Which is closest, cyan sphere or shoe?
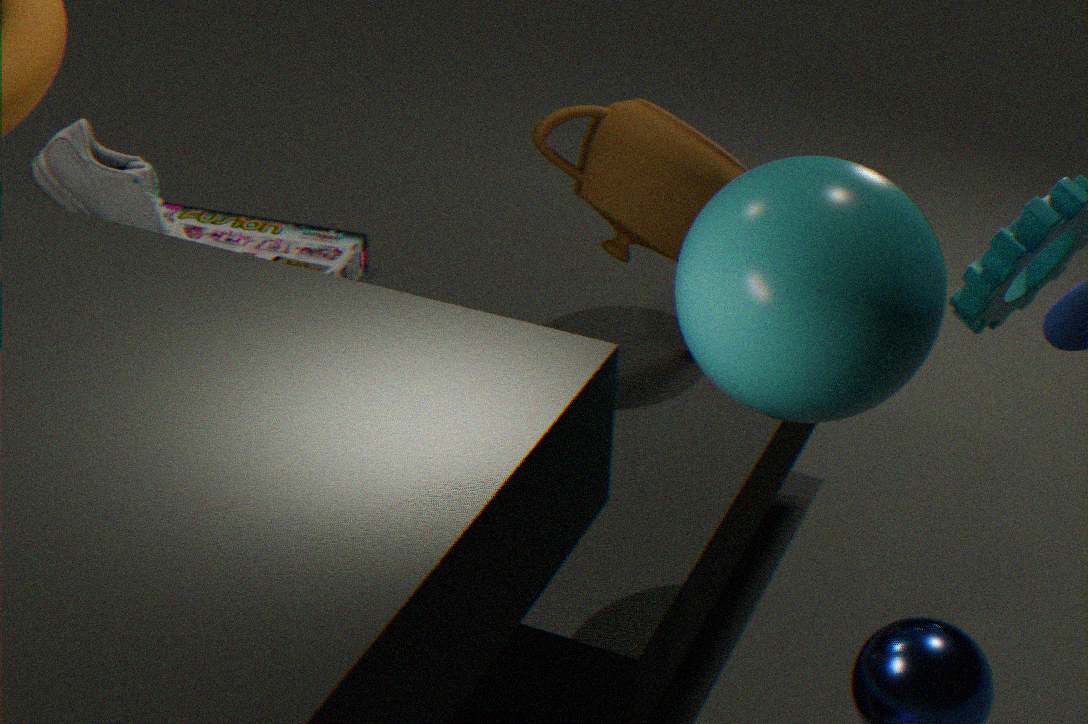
cyan sphere
